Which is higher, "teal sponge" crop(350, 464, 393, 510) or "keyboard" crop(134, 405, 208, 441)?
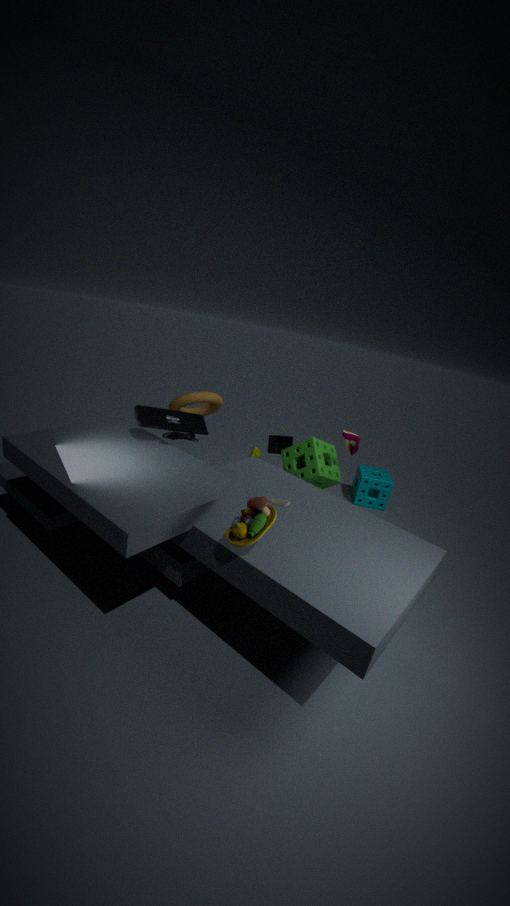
"keyboard" crop(134, 405, 208, 441)
